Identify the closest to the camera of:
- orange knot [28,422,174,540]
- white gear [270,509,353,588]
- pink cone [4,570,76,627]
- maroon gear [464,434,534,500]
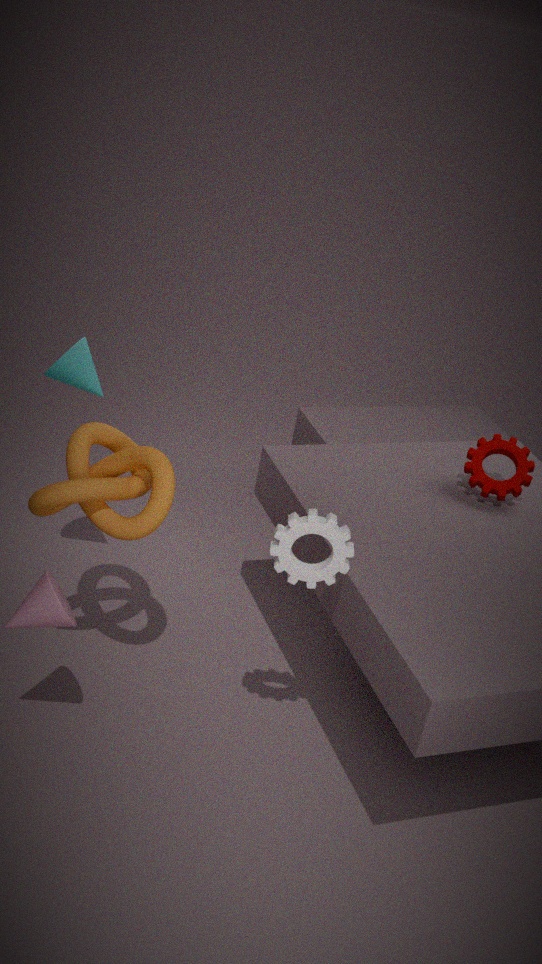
white gear [270,509,353,588]
